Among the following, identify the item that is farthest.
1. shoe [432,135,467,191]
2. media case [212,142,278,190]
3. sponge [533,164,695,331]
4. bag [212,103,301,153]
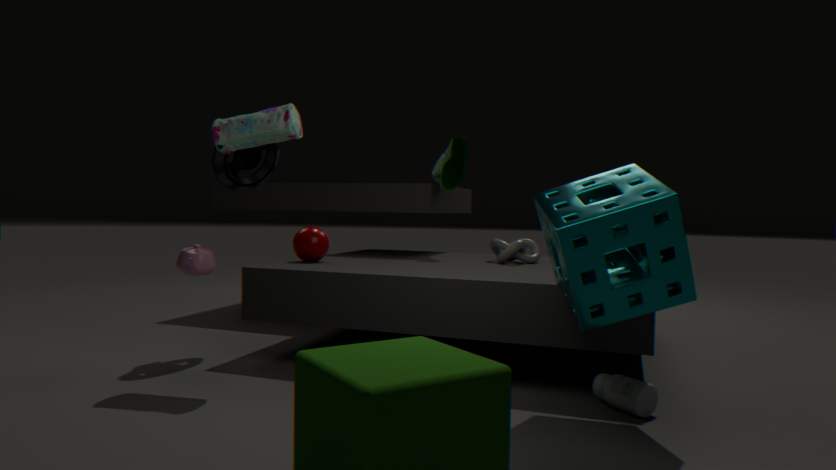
shoe [432,135,467,191]
